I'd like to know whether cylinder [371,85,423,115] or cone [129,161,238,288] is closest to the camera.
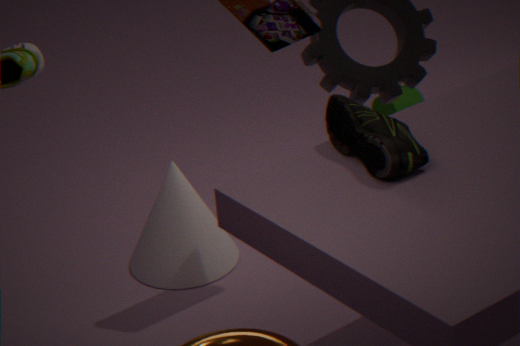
cone [129,161,238,288]
